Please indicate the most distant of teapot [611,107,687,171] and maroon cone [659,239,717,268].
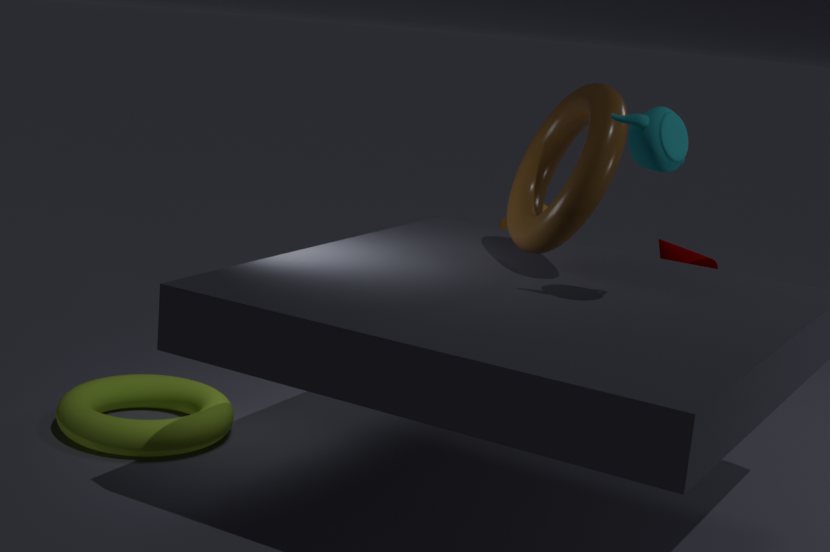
maroon cone [659,239,717,268]
